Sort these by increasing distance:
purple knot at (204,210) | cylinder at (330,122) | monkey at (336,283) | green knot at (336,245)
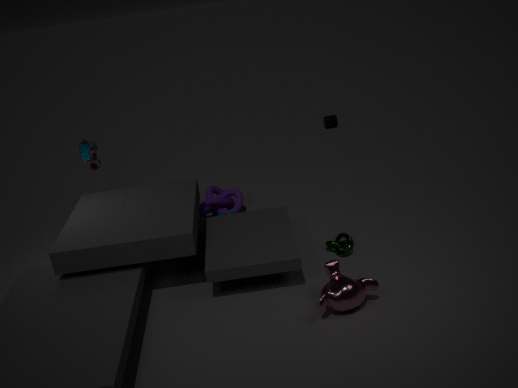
monkey at (336,283) → green knot at (336,245) → purple knot at (204,210) → cylinder at (330,122)
